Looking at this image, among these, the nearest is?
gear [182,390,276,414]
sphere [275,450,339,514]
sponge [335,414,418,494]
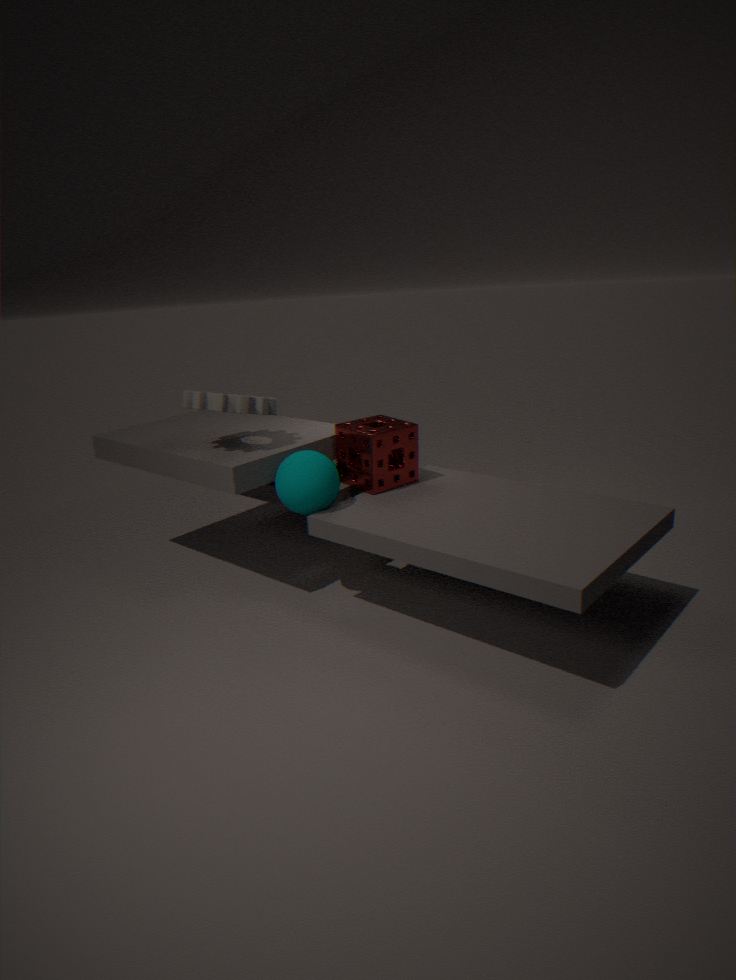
sphere [275,450,339,514]
